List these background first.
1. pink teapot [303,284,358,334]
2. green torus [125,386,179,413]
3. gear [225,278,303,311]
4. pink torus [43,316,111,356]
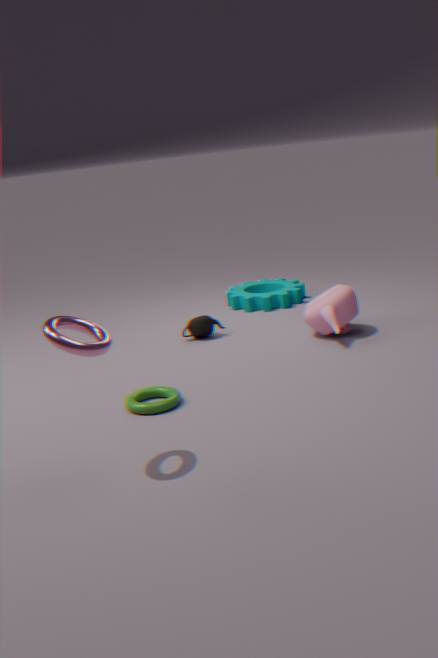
gear [225,278,303,311] → pink teapot [303,284,358,334] → green torus [125,386,179,413] → pink torus [43,316,111,356]
